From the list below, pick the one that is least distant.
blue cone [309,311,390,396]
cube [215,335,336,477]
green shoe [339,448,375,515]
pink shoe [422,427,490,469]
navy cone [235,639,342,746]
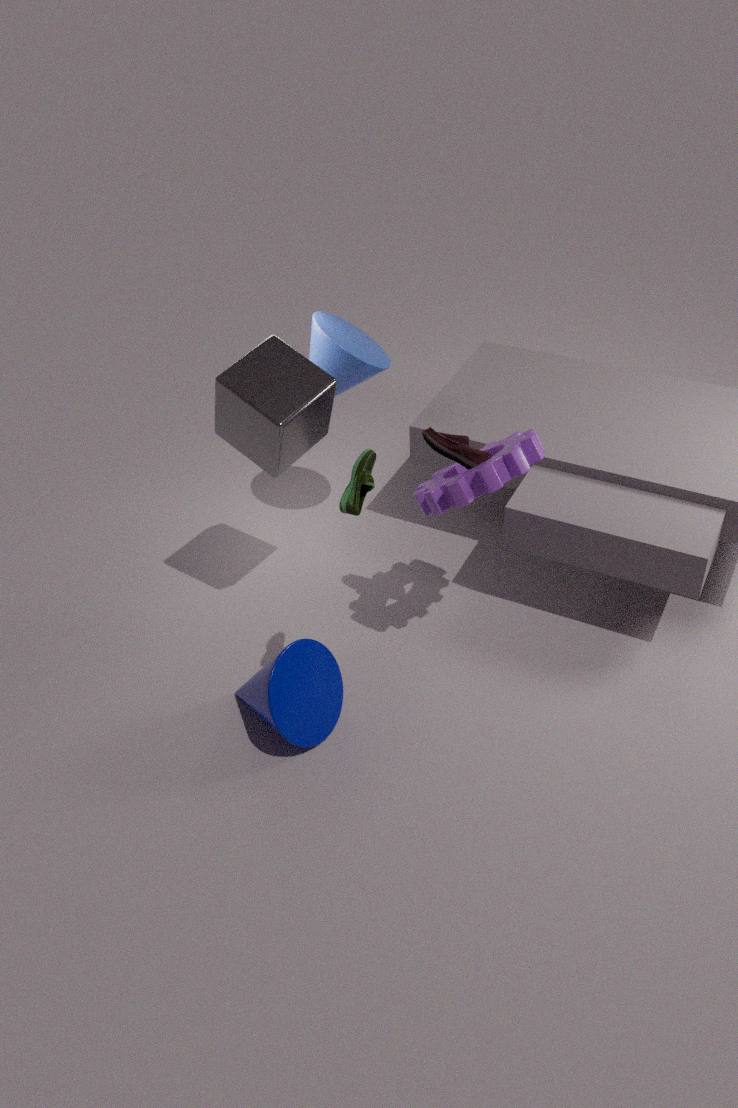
green shoe [339,448,375,515]
